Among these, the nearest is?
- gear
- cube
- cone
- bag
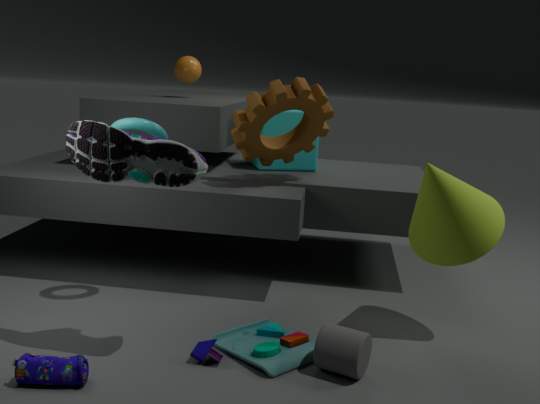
bag
